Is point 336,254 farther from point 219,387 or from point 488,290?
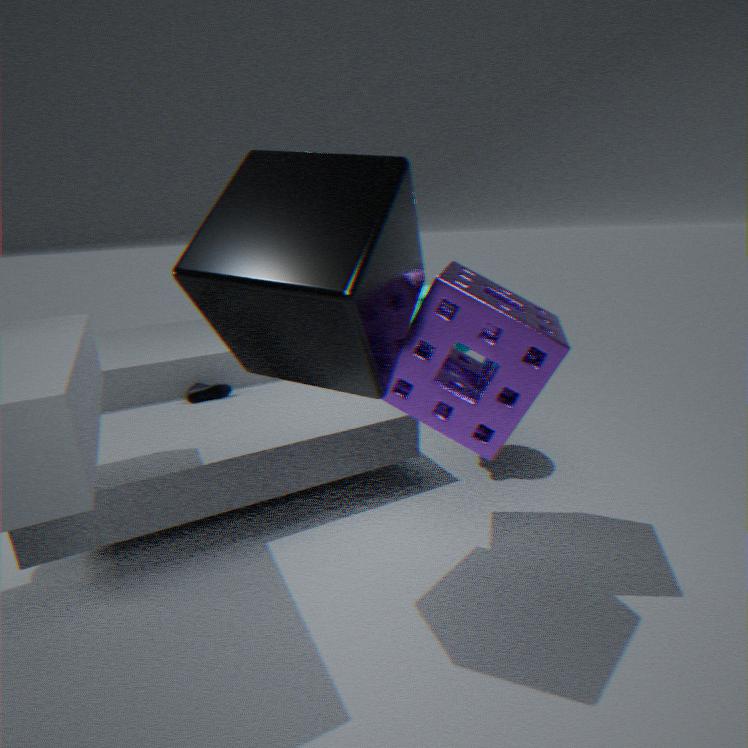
point 219,387
